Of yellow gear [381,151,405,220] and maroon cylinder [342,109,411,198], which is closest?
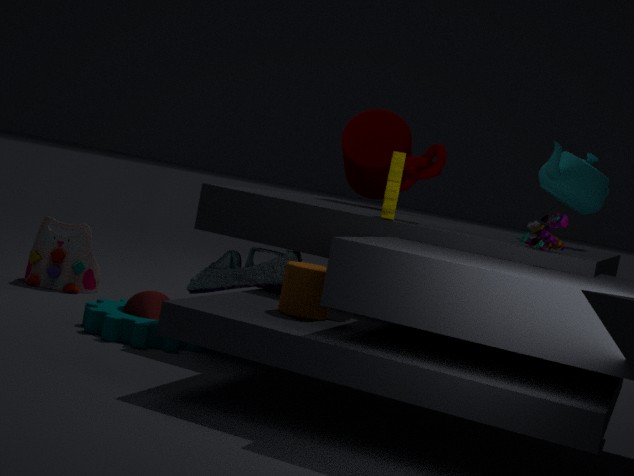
yellow gear [381,151,405,220]
